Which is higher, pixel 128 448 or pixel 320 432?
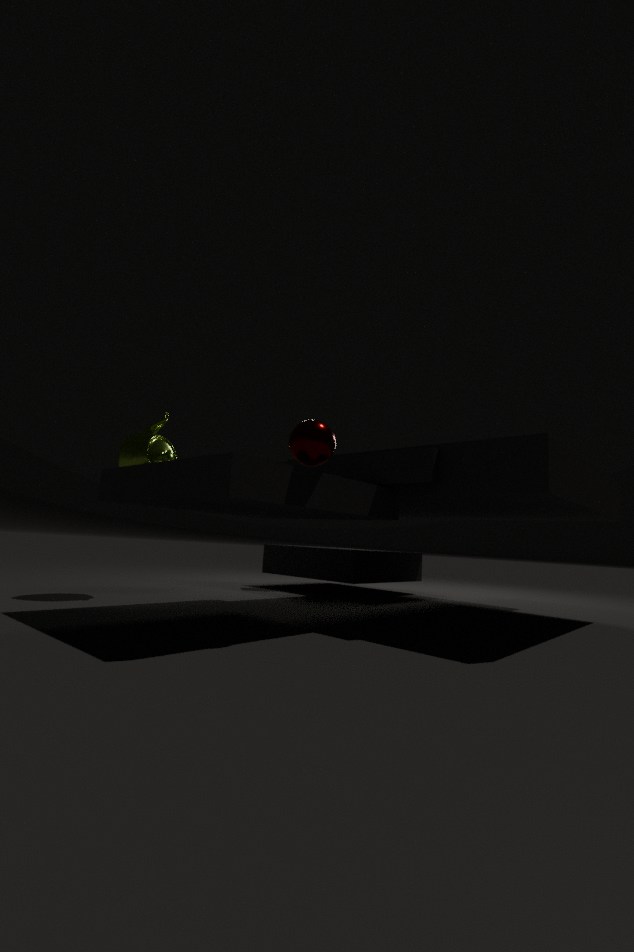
pixel 128 448
